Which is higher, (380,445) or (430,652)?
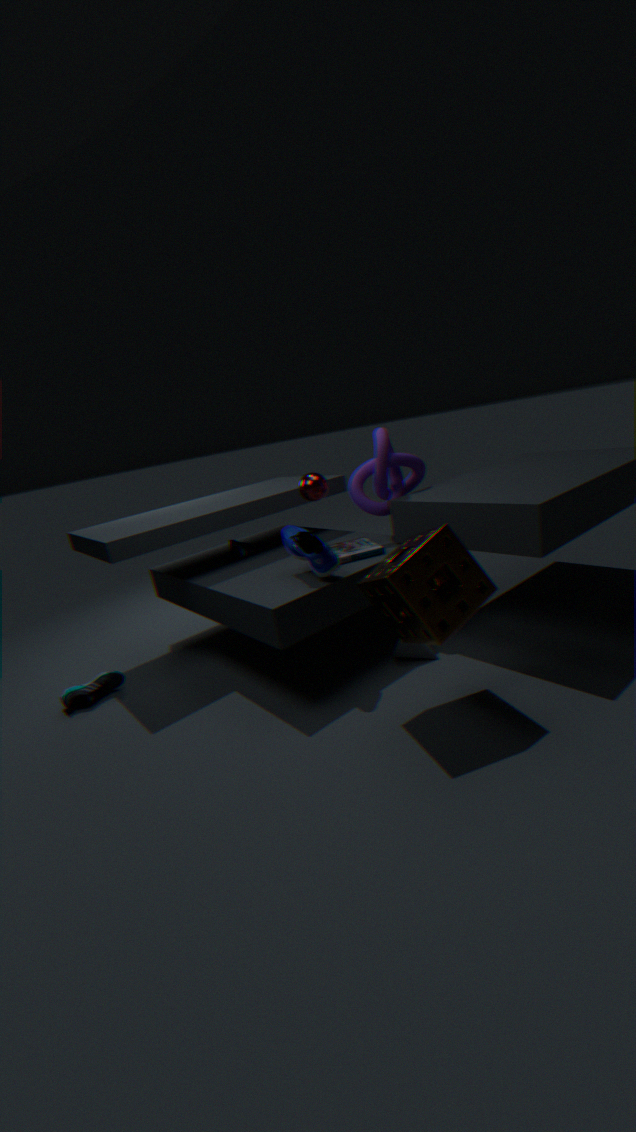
(380,445)
